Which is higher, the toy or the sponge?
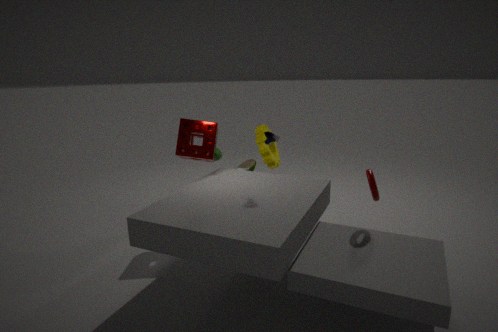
the sponge
